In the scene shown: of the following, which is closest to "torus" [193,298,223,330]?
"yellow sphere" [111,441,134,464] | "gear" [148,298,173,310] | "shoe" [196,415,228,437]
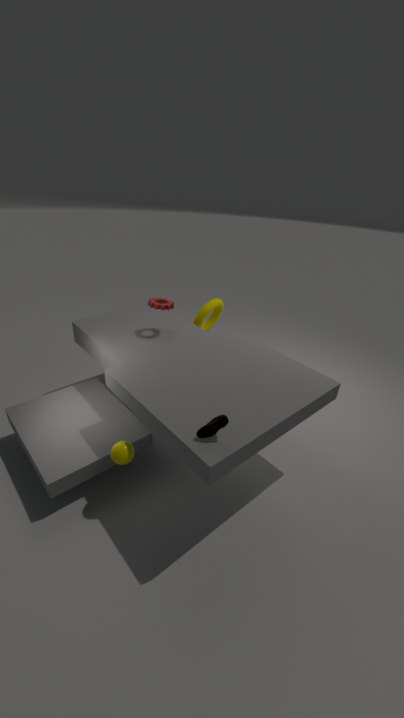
"gear" [148,298,173,310]
